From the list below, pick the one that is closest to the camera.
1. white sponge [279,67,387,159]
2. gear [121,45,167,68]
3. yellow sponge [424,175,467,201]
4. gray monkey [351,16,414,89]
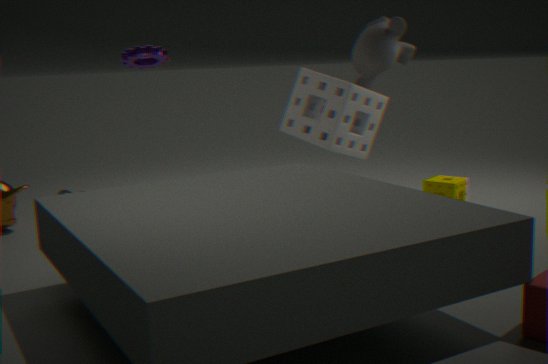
white sponge [279,67,387,159]
